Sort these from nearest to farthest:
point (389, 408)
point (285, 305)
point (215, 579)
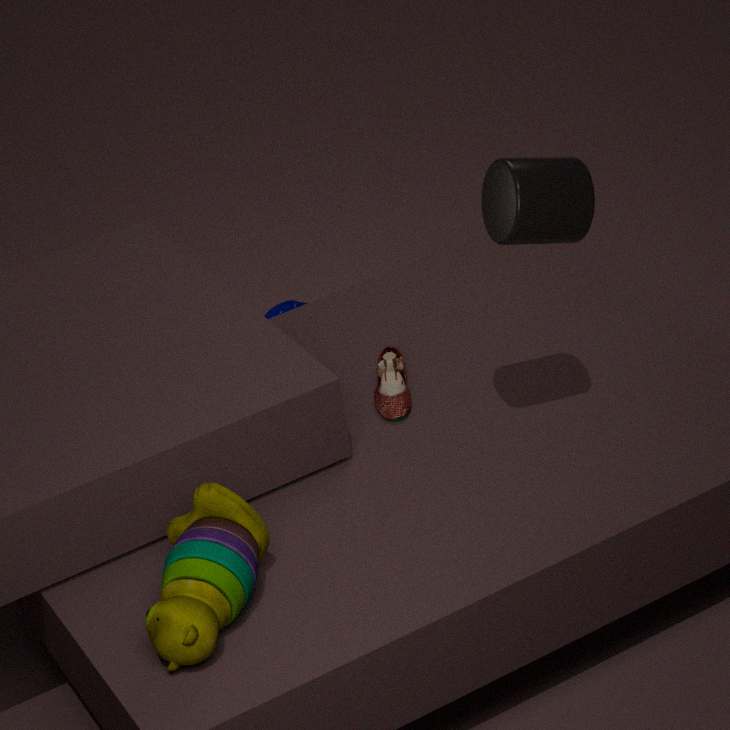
point (215, 579)
point (389, 408)
point (285, 305)
